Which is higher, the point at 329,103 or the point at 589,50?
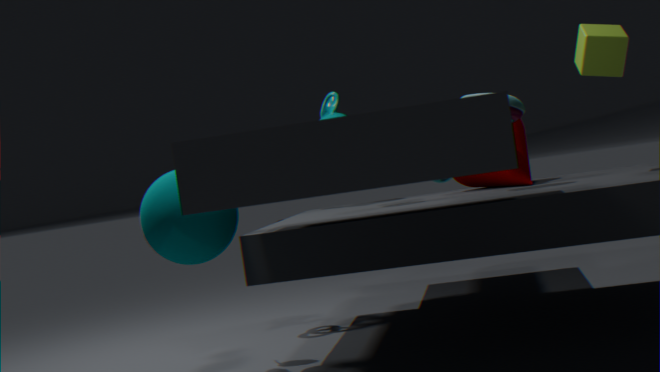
the point at 589,50
